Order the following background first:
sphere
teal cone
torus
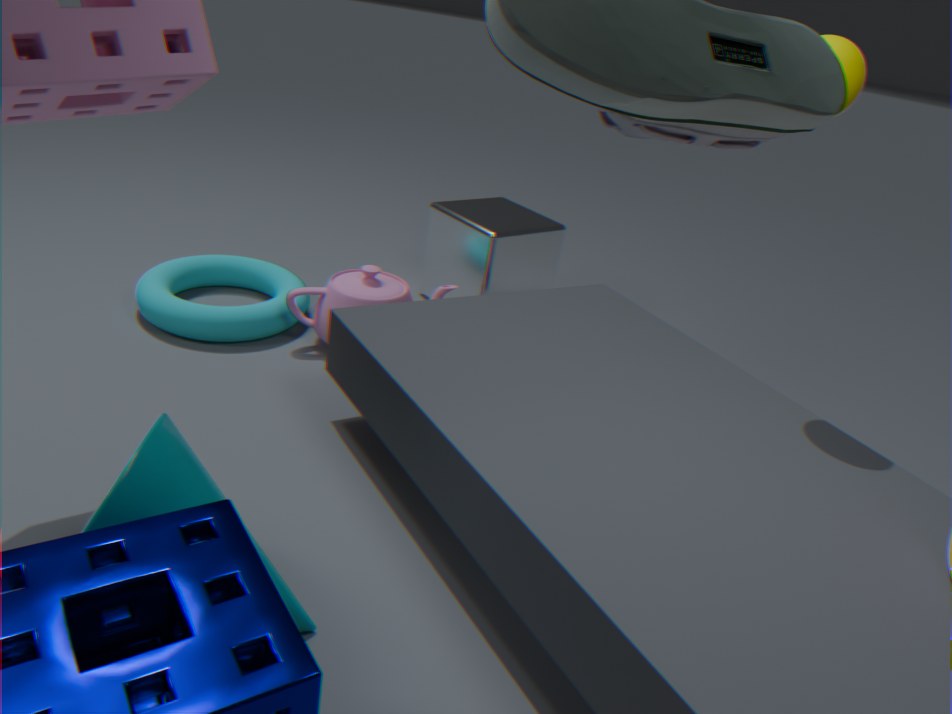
torus < sphere < teal cone
